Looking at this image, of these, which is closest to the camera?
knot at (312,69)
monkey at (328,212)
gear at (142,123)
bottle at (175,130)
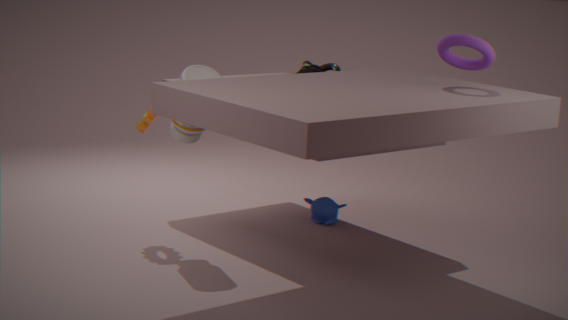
bottle at (175,130)
